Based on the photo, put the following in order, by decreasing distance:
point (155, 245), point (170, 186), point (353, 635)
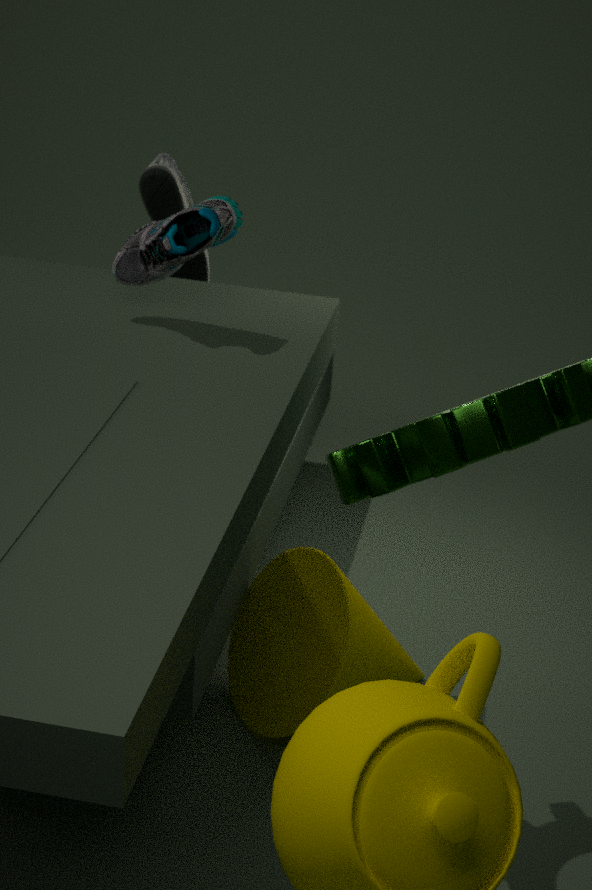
point (170, 186) → point (353, 635) → point (155, 245)
